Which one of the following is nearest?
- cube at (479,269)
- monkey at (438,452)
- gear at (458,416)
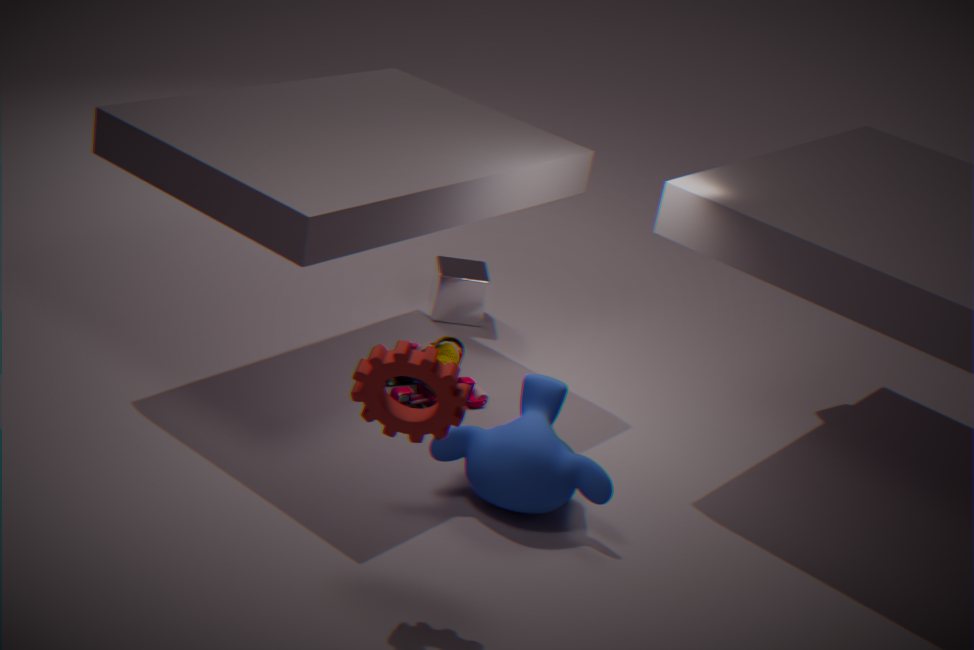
gear at (458,416)
